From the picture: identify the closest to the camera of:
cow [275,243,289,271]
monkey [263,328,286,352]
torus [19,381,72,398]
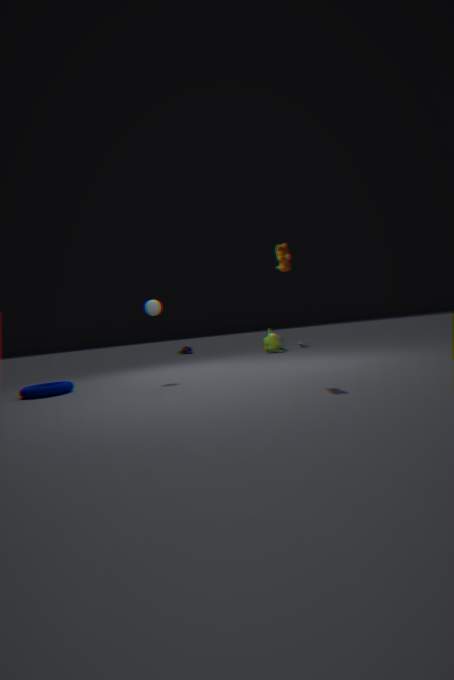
cow [275,243,289,271]
